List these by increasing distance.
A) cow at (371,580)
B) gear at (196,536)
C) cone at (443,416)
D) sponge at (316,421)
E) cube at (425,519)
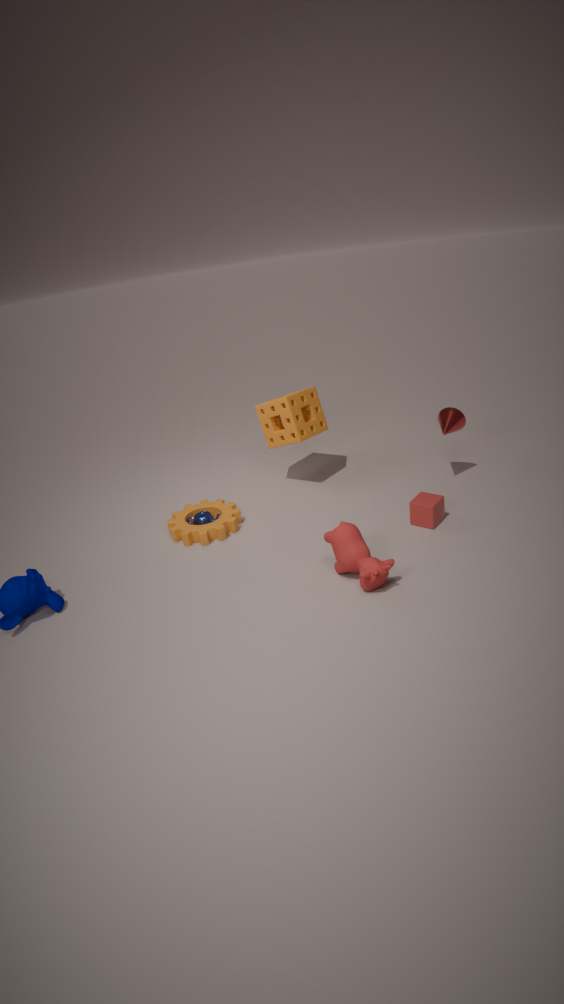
A. cow at (371,580) → E. cube at (425,519) → B. gear at (196,536) → C. cone at (443,416) → D. sponge at (316,421)
